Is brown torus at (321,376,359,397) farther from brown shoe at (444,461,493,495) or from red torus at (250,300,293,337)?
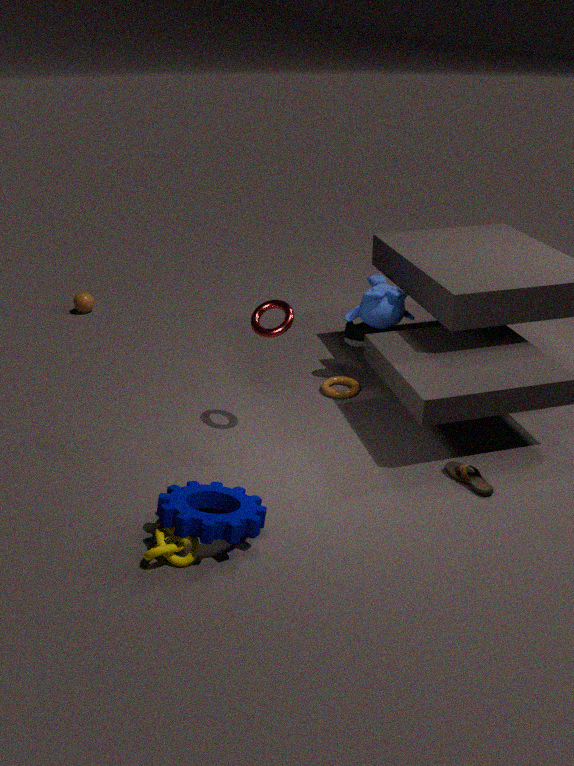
brown shoe at (444,461,493,495)
